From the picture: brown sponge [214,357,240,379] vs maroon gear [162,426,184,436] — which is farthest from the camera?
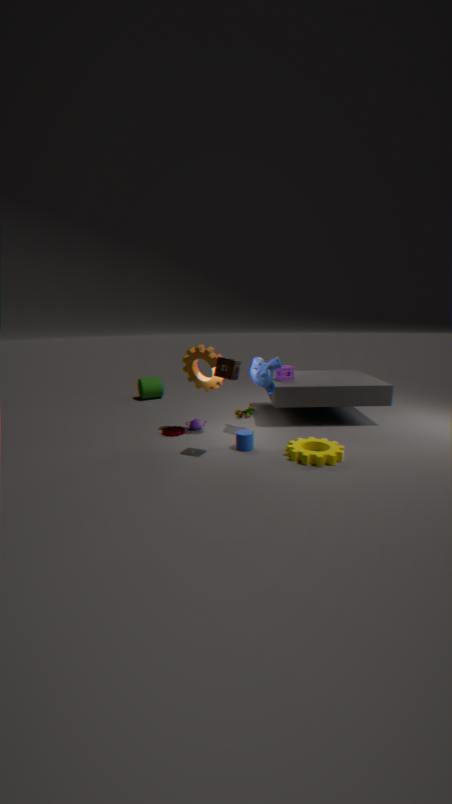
maroon gear [162,426,184,436]
